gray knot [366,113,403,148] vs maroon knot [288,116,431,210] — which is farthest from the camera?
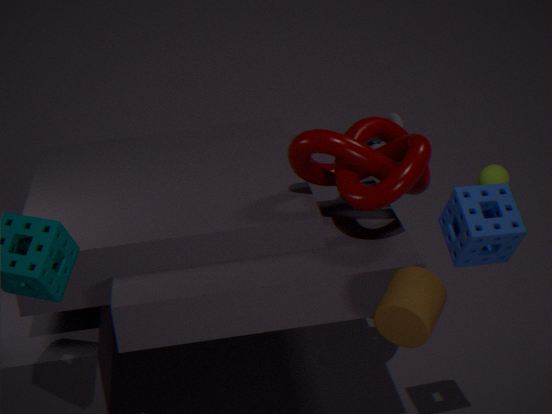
gray knot [366,113,403,148]
